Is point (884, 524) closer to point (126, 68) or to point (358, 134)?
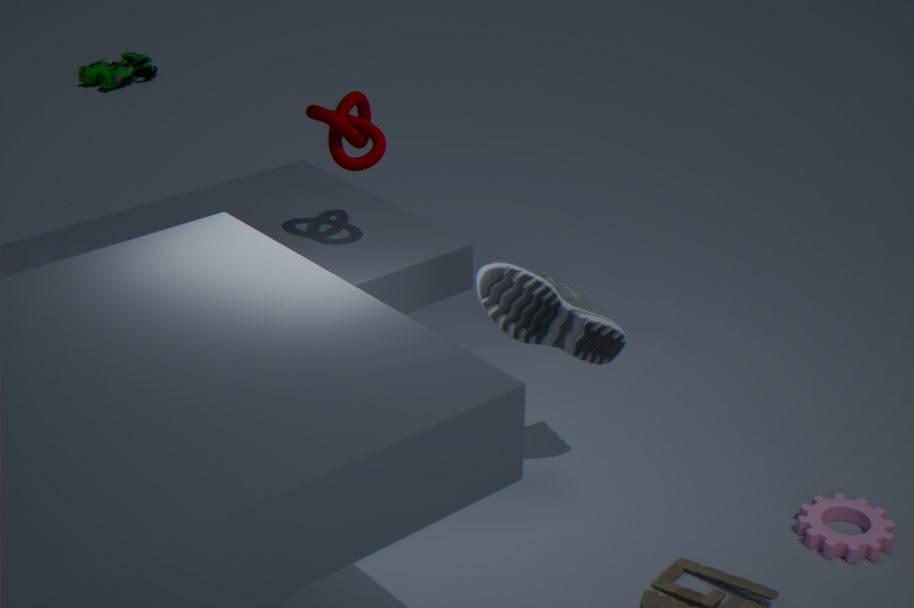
point (358, 134)
